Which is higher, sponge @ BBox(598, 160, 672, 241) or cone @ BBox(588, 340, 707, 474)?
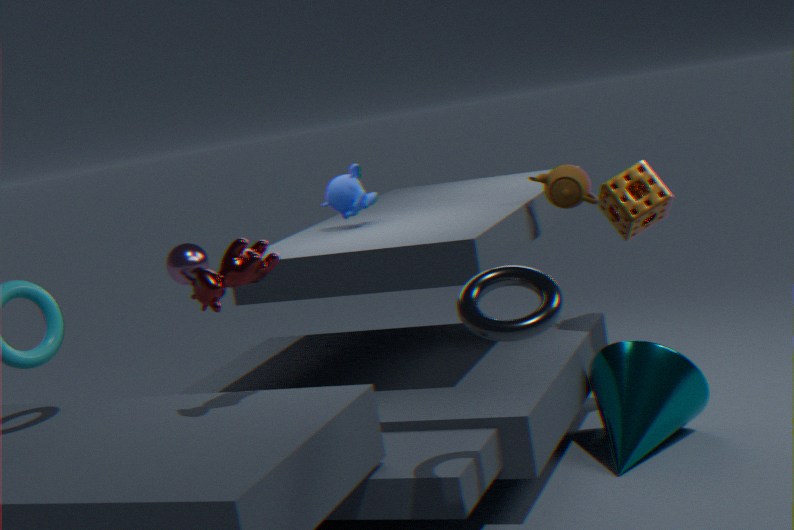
sponge @ BBox(598, 160, 672, 241)
